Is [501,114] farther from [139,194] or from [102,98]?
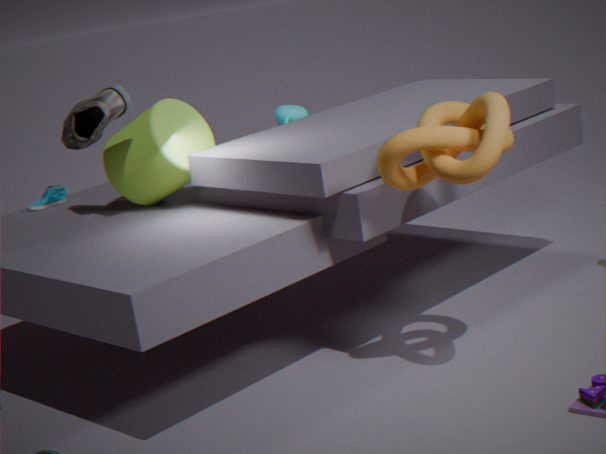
[102,98]
